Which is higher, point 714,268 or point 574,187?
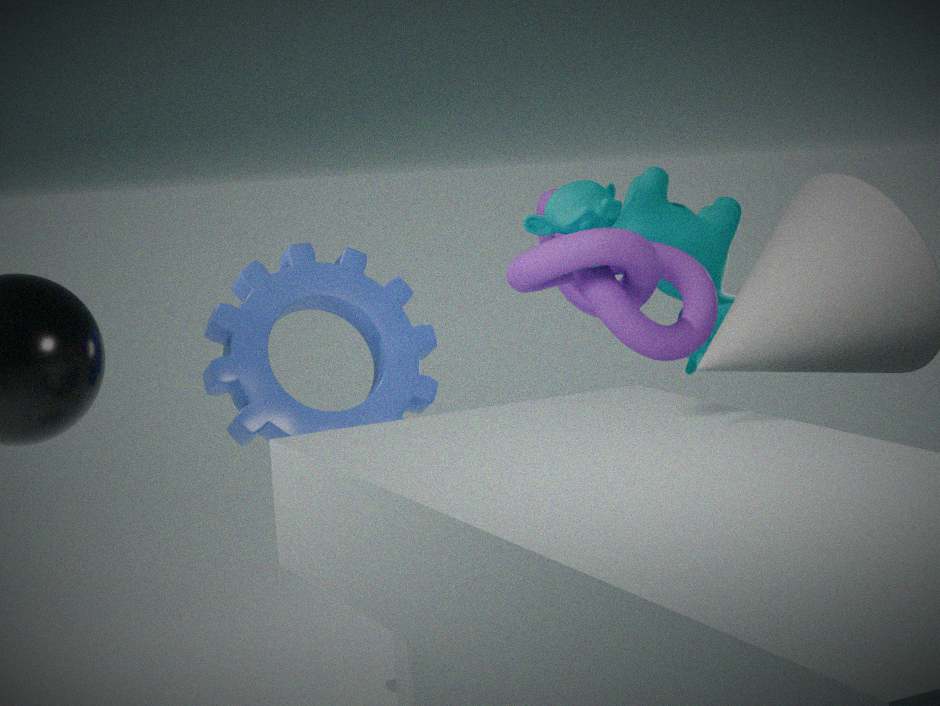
point 574,187
